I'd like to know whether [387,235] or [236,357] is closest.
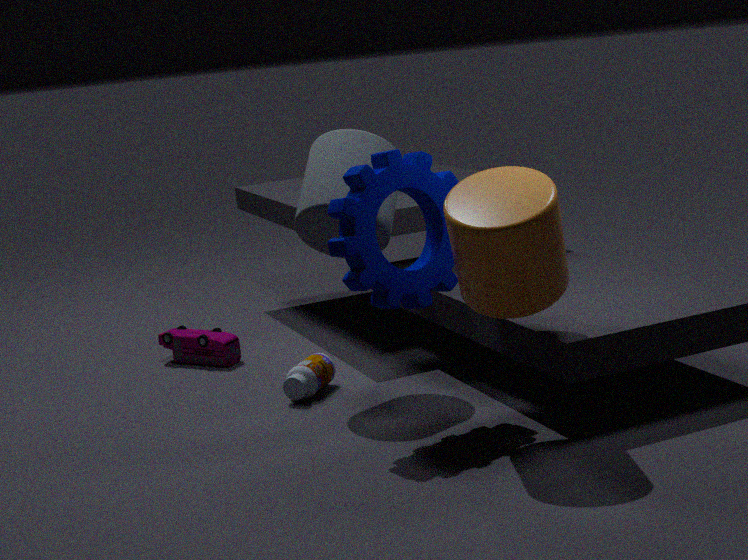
[387,235]
